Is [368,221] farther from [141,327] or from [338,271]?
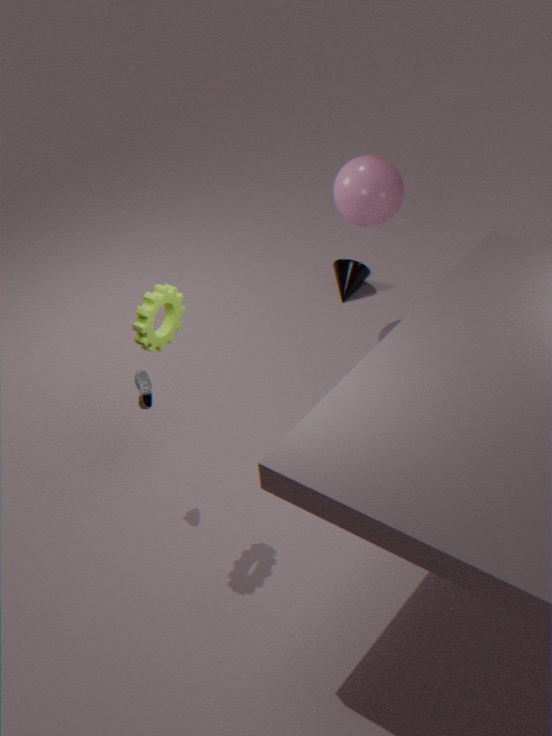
[141,327]
